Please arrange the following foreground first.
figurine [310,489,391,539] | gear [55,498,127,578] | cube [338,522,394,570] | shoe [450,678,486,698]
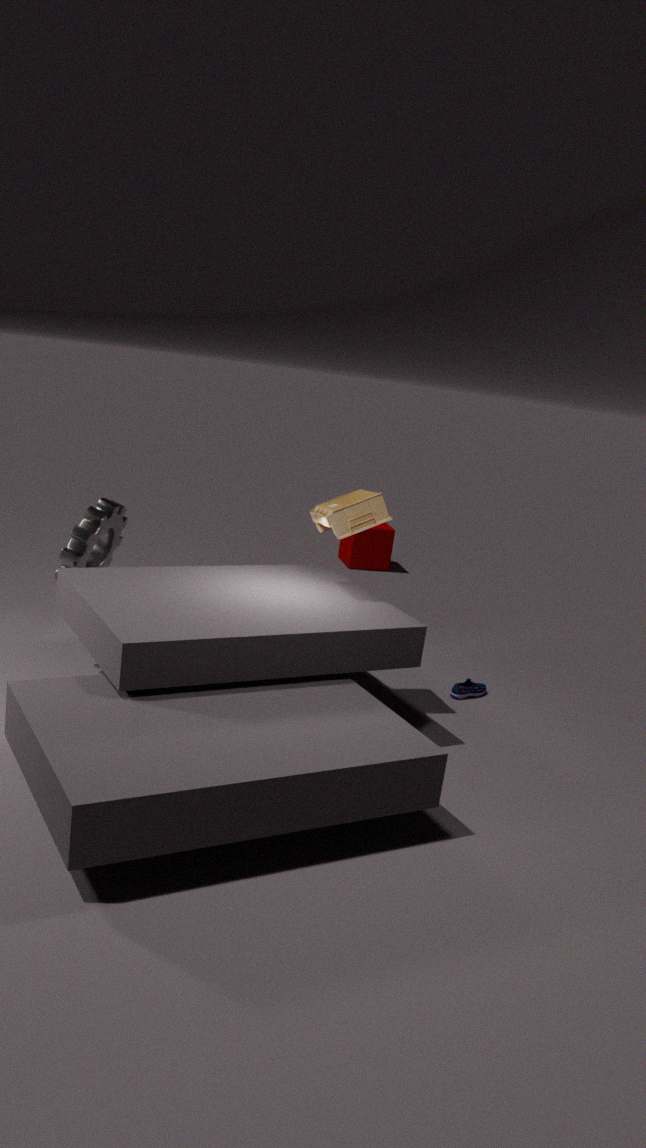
figurine [310,489,391,539], gear [55,498,127,578], shoe [450,678,486,698], cube [338,522,394,570]
